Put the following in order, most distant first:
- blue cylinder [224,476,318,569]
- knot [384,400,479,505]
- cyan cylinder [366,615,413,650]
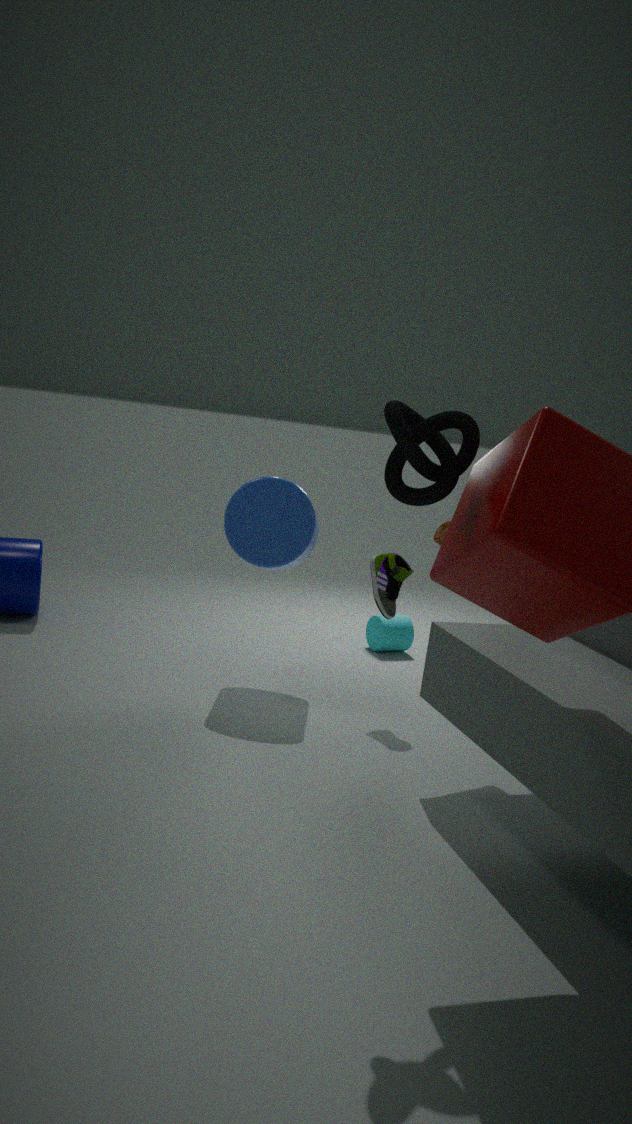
1. cyan cylinder [366,615,413,650]
2. blue cylinder [224,476,318,569]
3. knot [384,400,479,505]
